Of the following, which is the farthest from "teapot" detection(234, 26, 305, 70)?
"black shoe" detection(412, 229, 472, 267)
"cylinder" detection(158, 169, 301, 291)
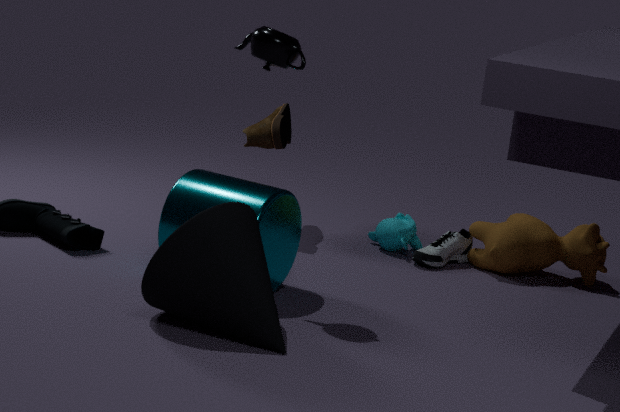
"black shoe" detection(412, 229, 472, 267)
